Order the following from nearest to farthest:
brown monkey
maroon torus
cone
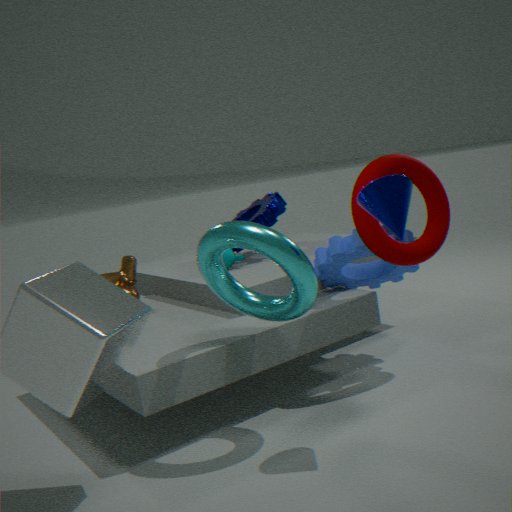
cone
maroon torus
brown monkey
